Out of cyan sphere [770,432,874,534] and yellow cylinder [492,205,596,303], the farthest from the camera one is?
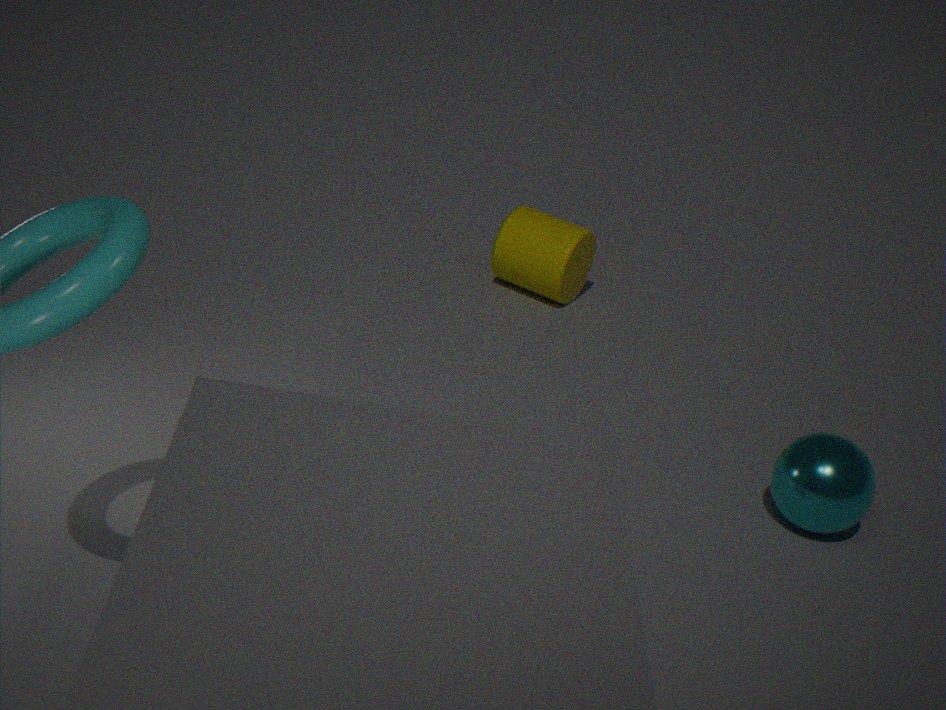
yellow cylinder [492,205,596,303]
